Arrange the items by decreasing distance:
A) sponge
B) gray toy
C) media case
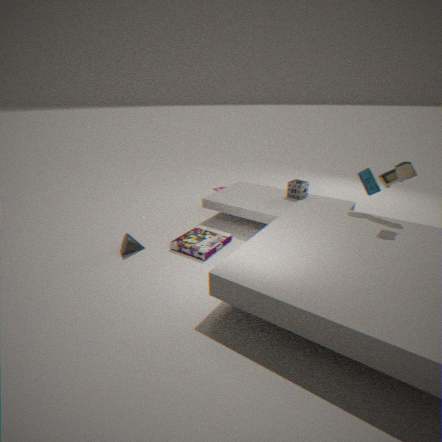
A. sponge → C. media case → B. gray toy
